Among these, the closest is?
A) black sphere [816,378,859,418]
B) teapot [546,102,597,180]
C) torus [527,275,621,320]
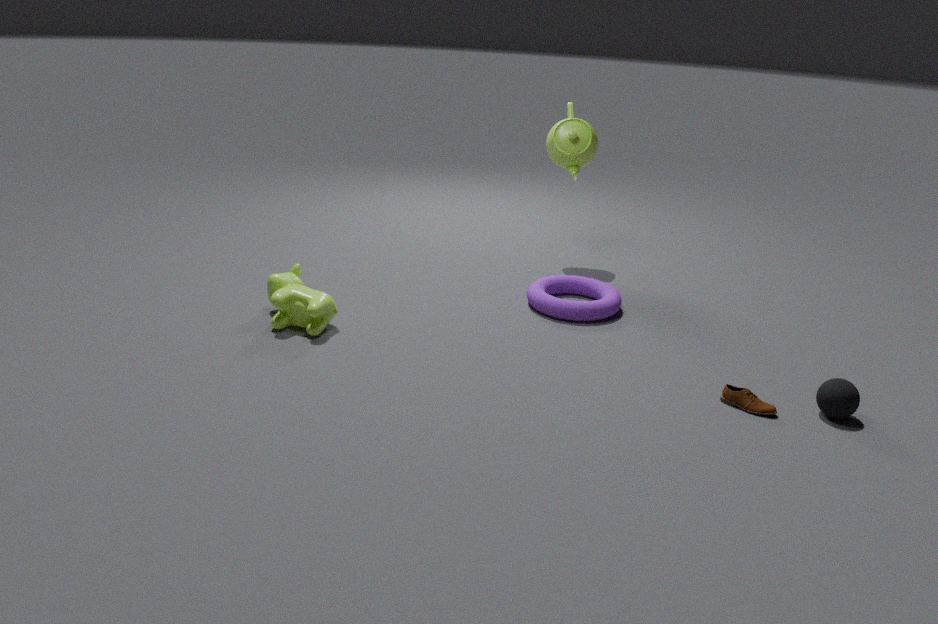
black sphere [816,378,859,418]
